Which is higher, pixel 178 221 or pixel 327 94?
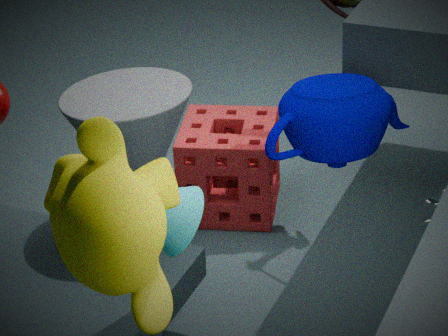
pixel 327 94
